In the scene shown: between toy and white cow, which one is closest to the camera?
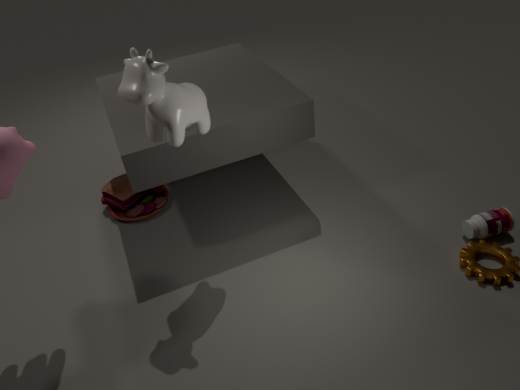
white cow
